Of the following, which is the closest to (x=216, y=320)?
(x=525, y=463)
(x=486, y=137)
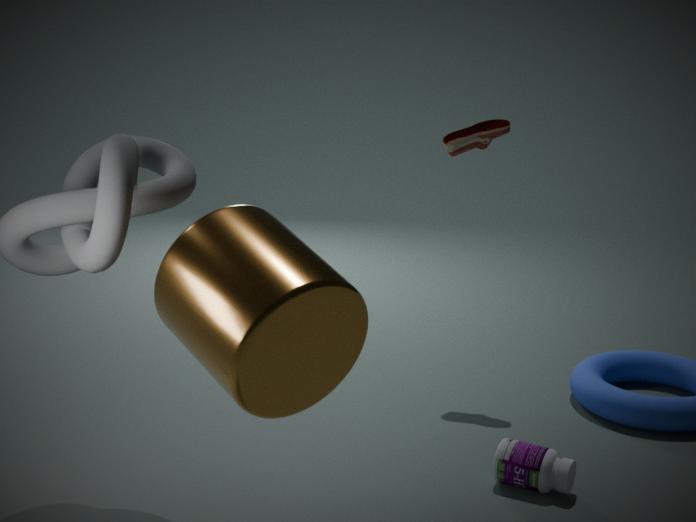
(x=525, y=463)
